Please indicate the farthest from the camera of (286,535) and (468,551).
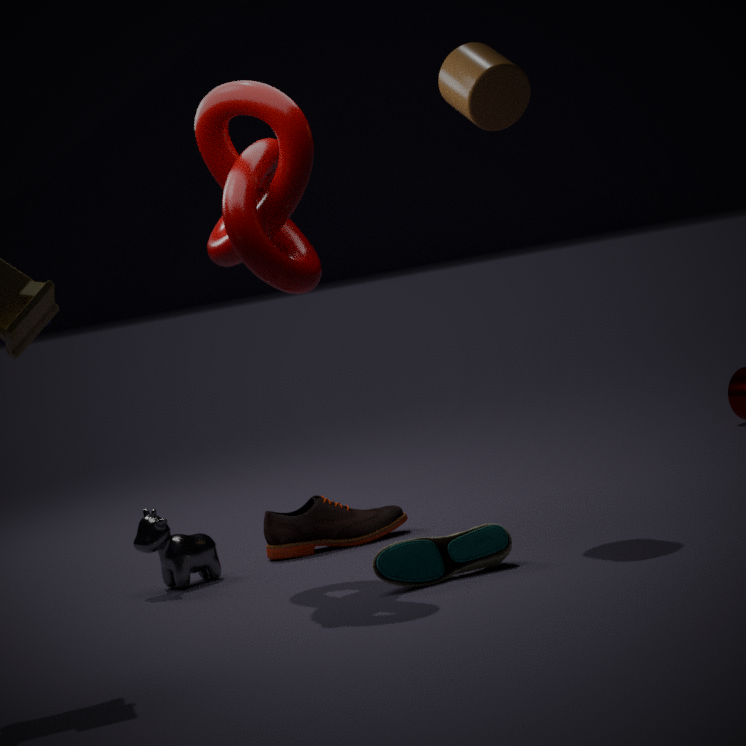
(286,535)
